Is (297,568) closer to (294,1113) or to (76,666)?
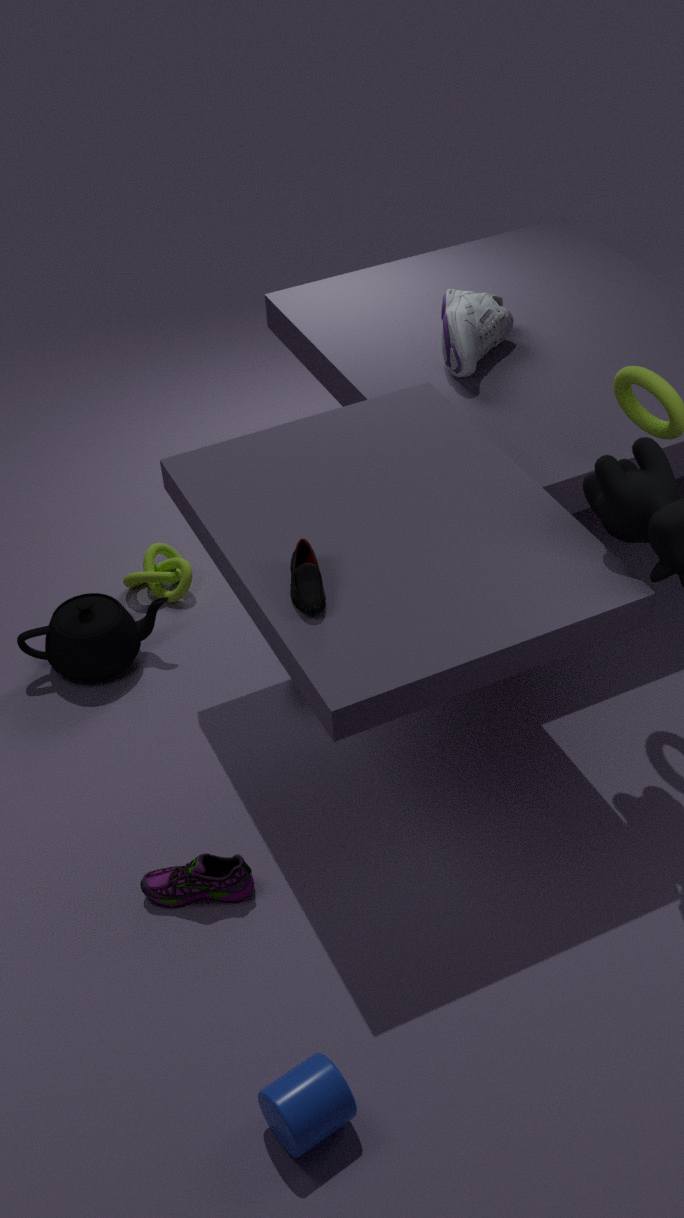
(76,666)
